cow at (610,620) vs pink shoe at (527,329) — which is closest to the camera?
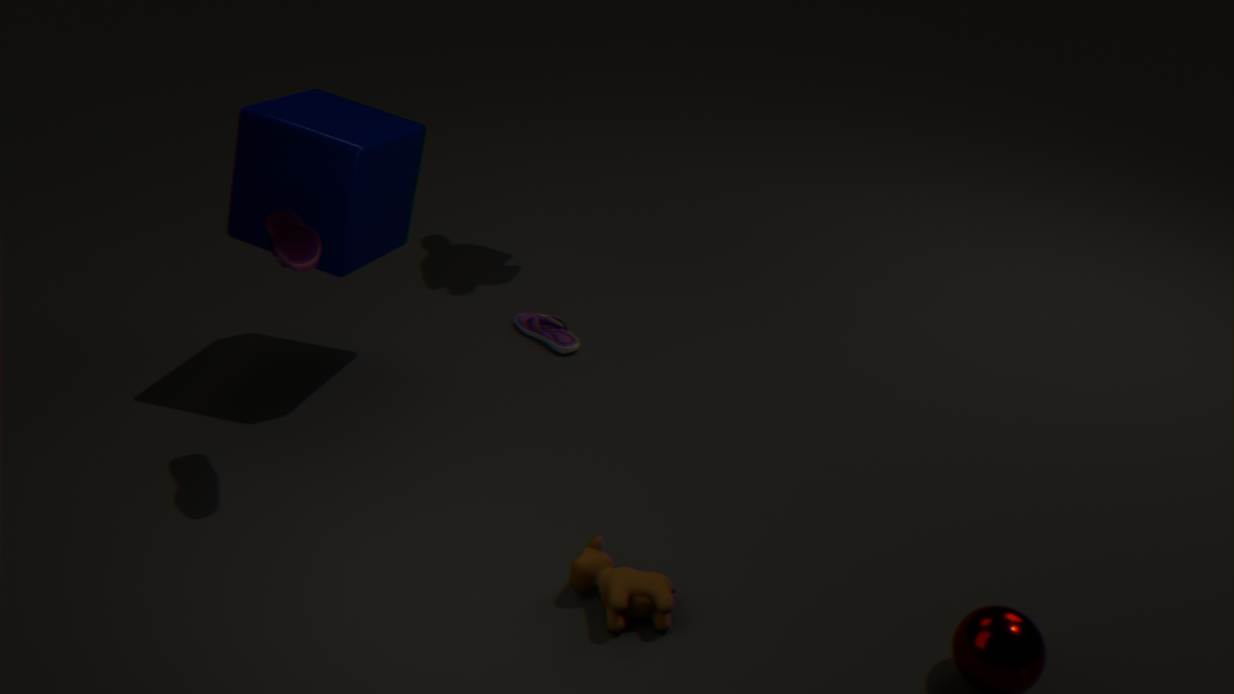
cow at (610,620)
